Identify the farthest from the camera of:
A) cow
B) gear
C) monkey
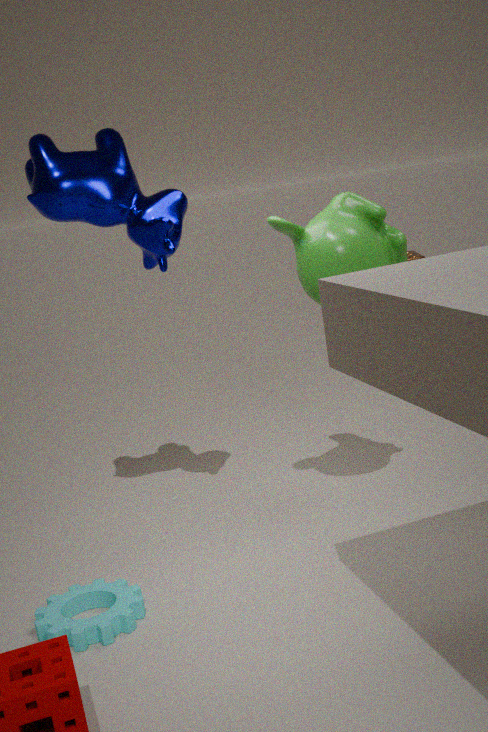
cow
